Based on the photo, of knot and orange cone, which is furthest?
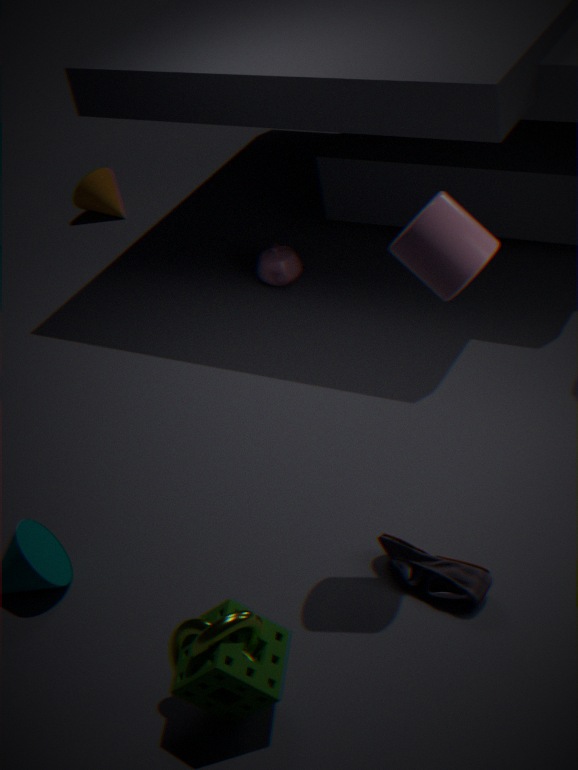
orange cone
